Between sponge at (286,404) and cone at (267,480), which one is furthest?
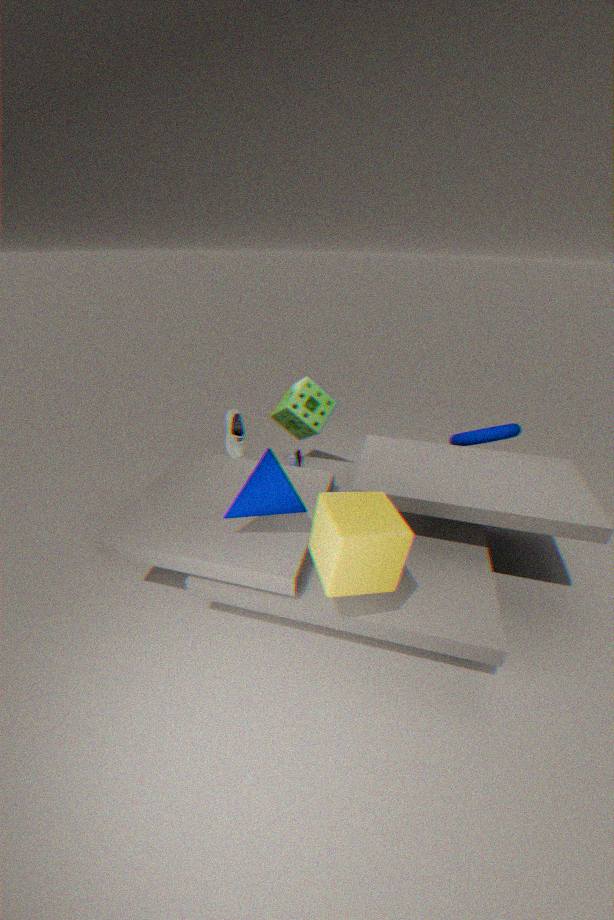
sponge at (286,404)
